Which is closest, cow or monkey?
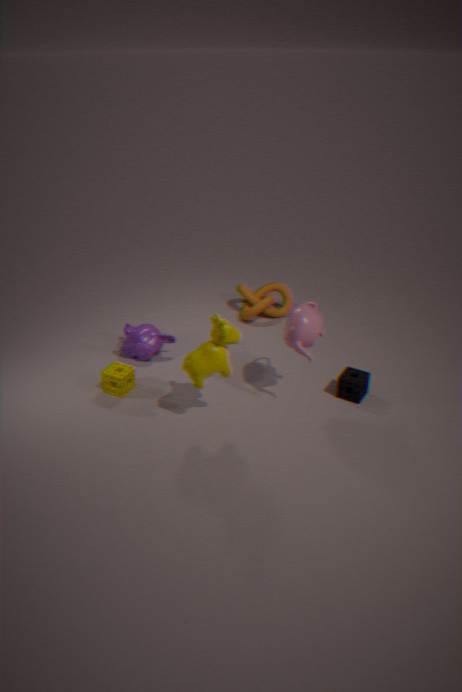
cow
